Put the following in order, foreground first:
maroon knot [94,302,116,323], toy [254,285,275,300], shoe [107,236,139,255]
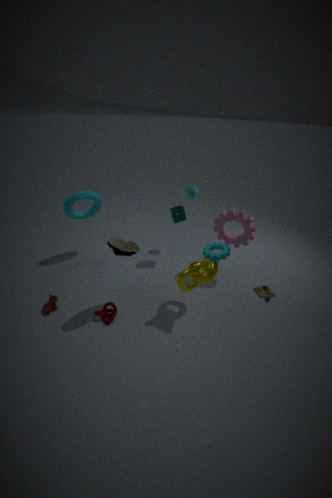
1. shoe [107,236,139,255]
2. maroon knot [94,302,116,323]
3. toy [254,285,275,300]
